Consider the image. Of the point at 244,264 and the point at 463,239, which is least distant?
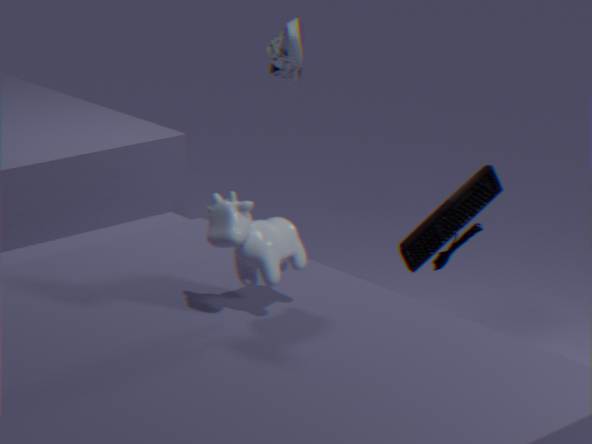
the point at 244,264
